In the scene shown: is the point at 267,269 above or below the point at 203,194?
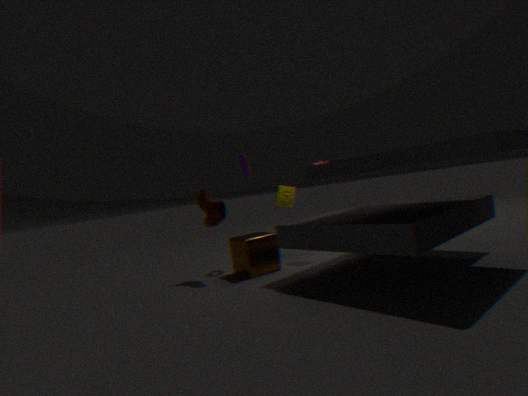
below
